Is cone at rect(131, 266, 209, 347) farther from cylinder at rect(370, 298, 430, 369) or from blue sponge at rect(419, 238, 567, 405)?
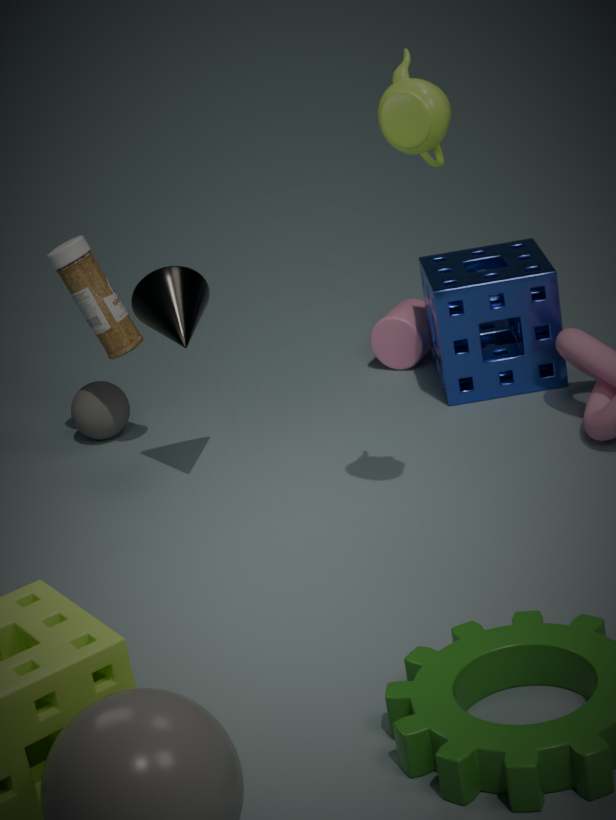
cylinder at rect(370, 298, 430, 369)
